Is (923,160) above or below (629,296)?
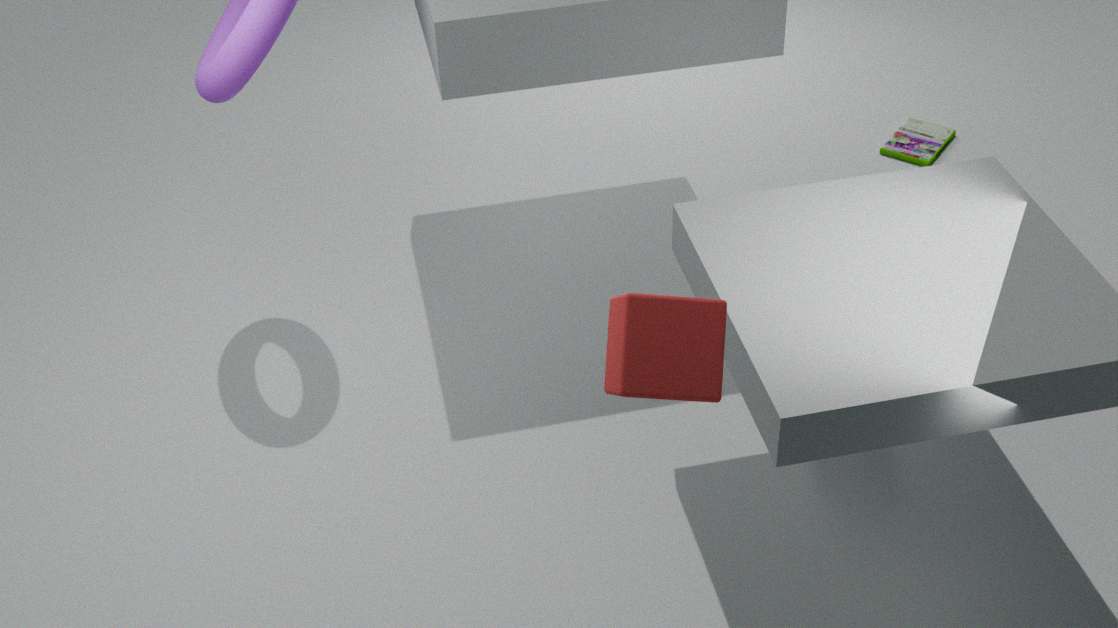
below
